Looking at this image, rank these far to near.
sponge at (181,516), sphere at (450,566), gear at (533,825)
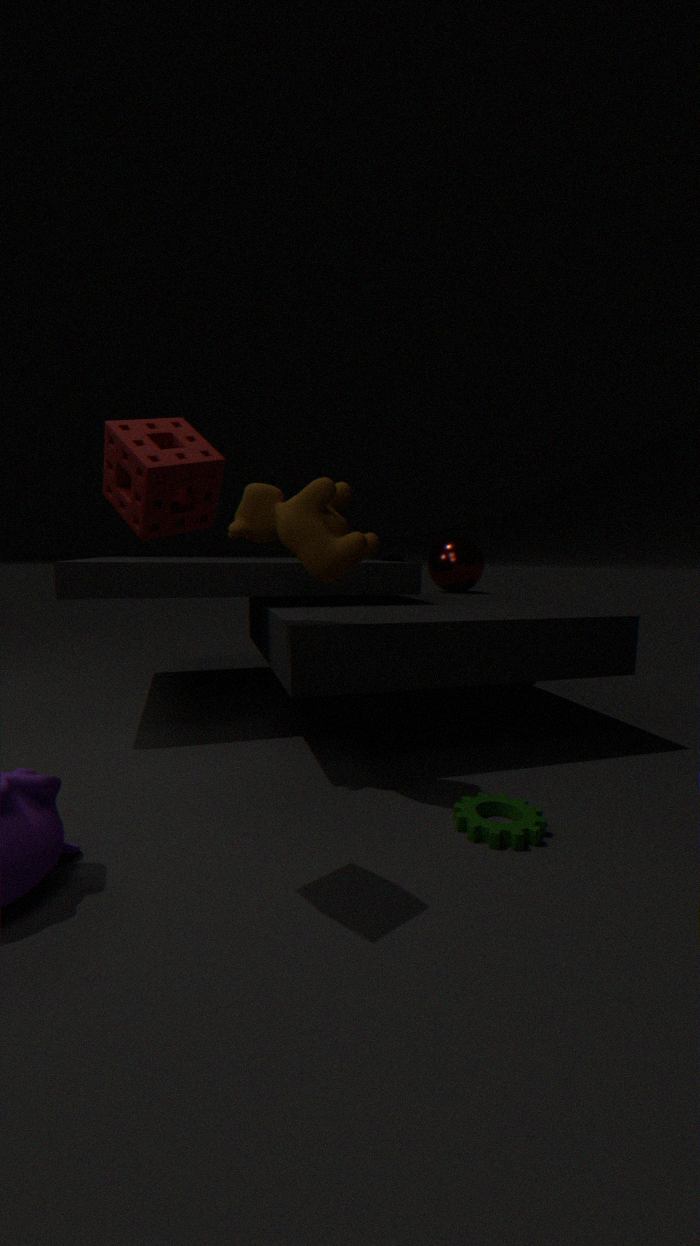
1. sphere at (450,566)
2. gear at (533,825)
3. sponge at (181,516)
